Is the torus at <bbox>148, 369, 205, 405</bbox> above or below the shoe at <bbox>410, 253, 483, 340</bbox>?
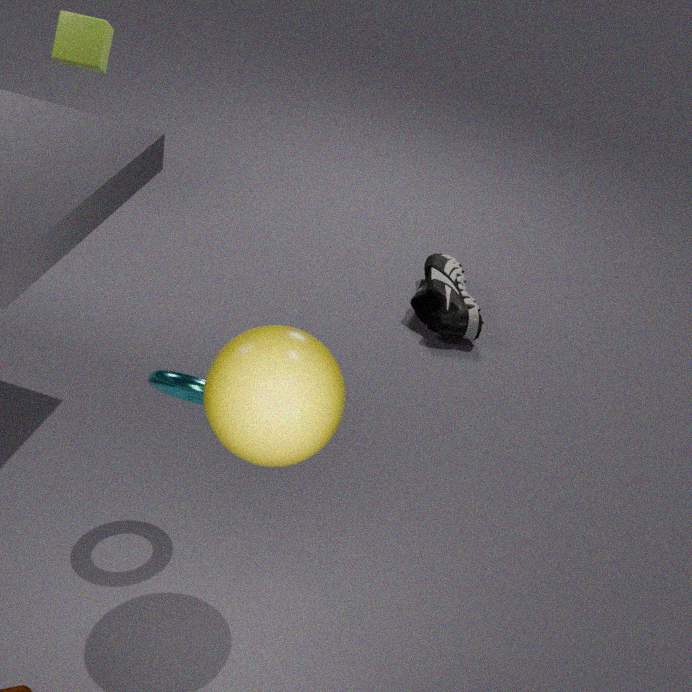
above
